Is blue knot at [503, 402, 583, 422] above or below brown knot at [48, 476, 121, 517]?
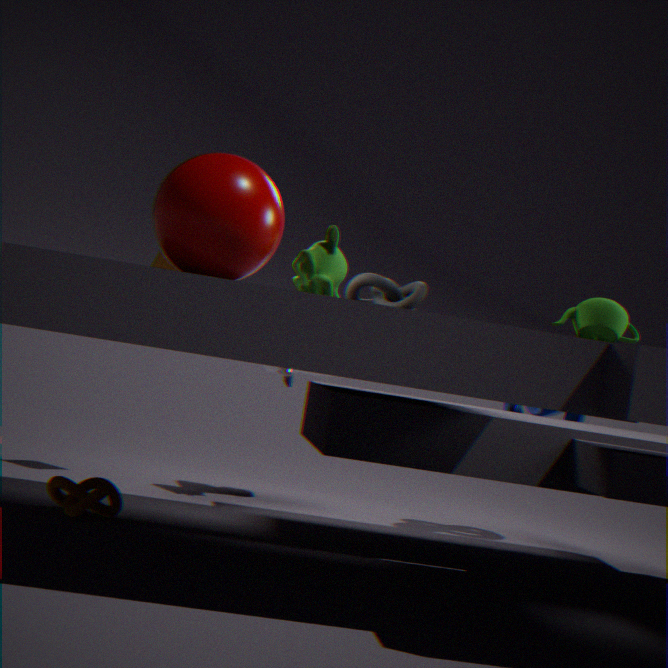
above
